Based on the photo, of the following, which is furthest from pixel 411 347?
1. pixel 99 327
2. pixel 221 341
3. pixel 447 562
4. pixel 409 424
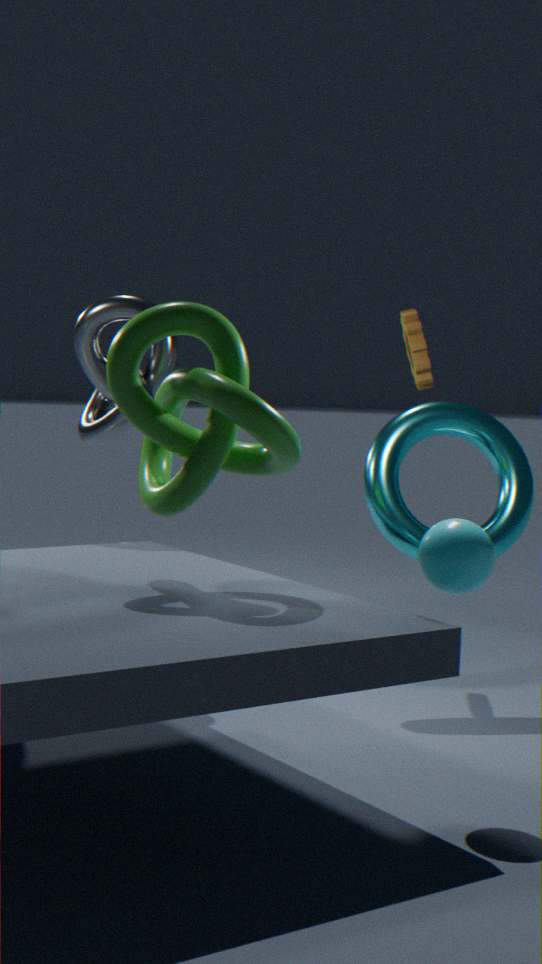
pixel 447 562
